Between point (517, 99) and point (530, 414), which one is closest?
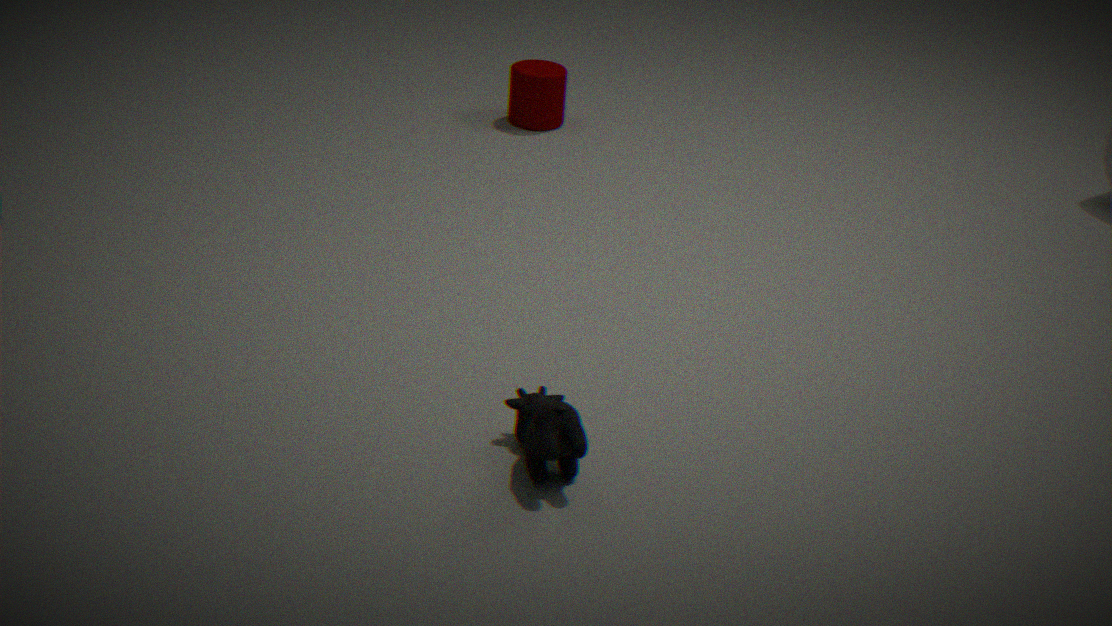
point (530, 414)
